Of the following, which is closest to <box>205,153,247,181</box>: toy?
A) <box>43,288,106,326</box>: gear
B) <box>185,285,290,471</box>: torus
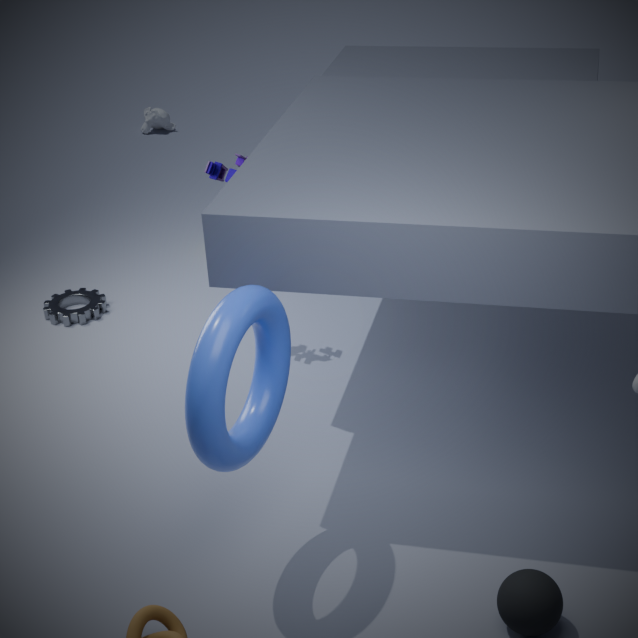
<box>43,288,106,326</box>: gear
